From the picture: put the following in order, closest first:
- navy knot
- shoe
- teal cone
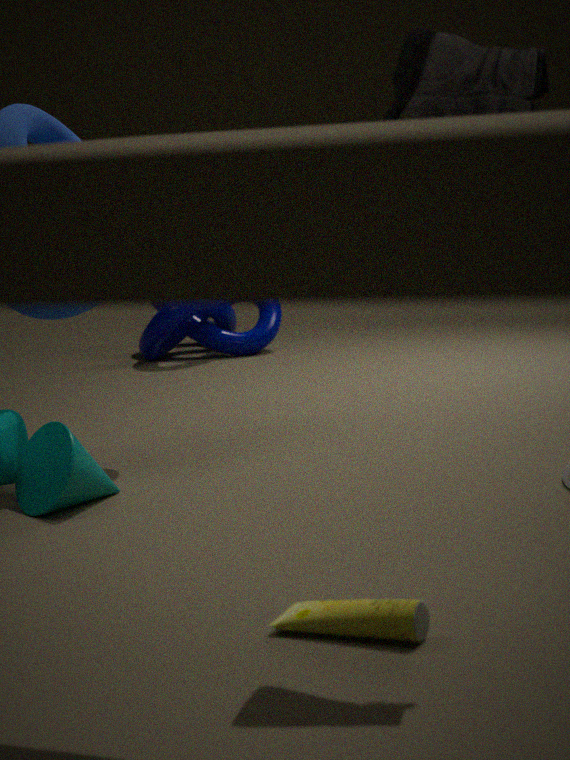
shoe < teal cone < navy knot
